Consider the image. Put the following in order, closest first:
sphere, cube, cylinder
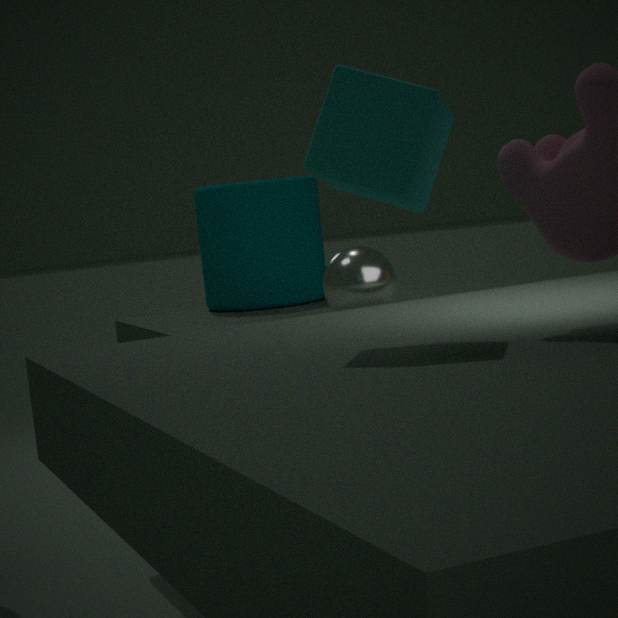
1. cube
2. sphere
3. cylinder
